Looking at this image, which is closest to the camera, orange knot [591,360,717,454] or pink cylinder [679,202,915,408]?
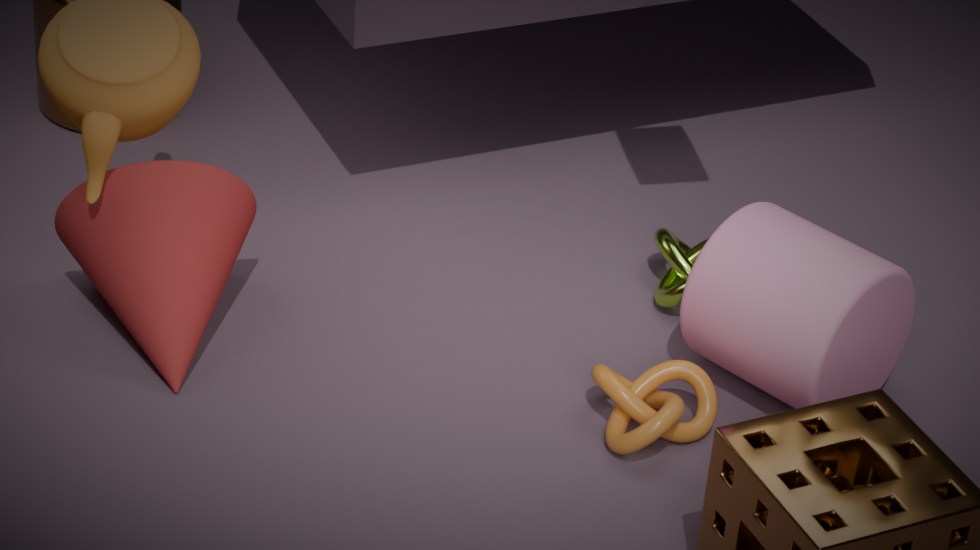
orange knot [591,360,717,454]
